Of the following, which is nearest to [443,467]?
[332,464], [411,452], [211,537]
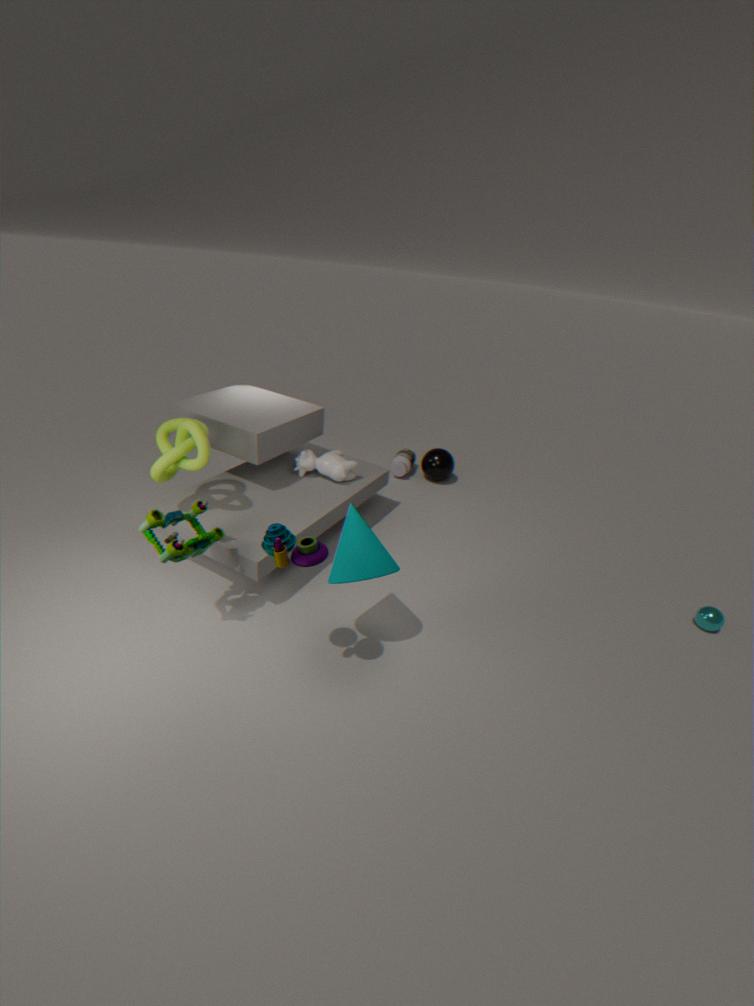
[411,452]
